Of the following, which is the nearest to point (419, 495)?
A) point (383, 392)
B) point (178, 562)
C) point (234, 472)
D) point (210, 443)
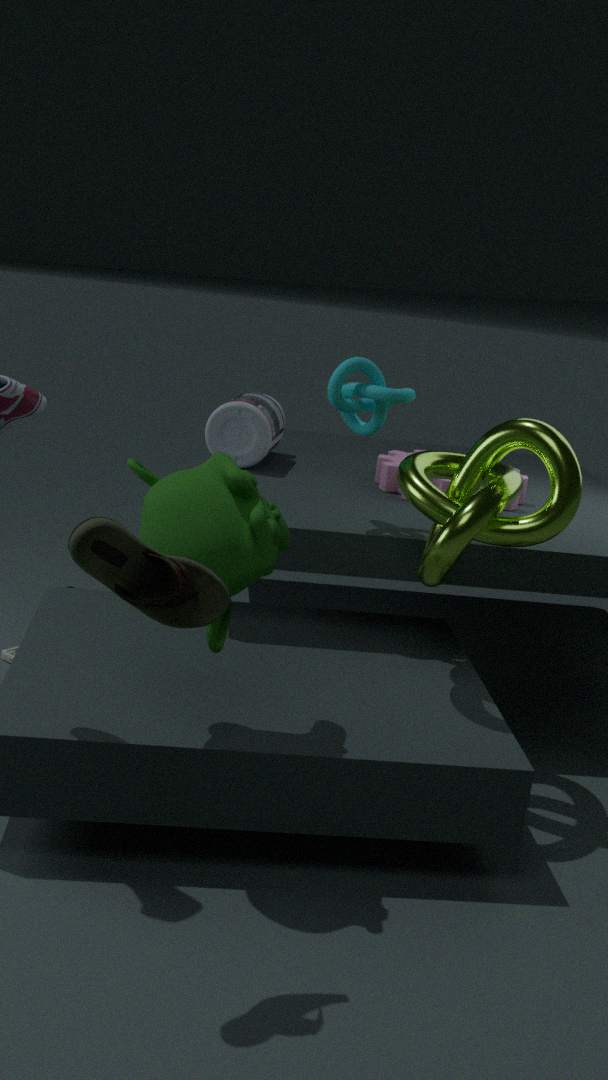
point (383, 392)
